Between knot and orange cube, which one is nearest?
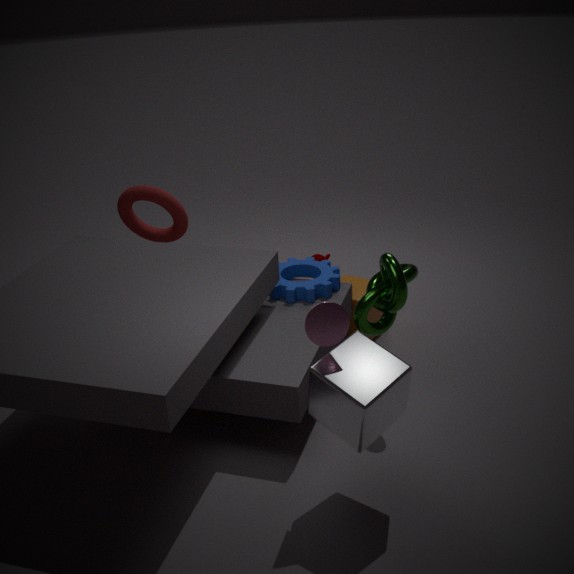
knot
